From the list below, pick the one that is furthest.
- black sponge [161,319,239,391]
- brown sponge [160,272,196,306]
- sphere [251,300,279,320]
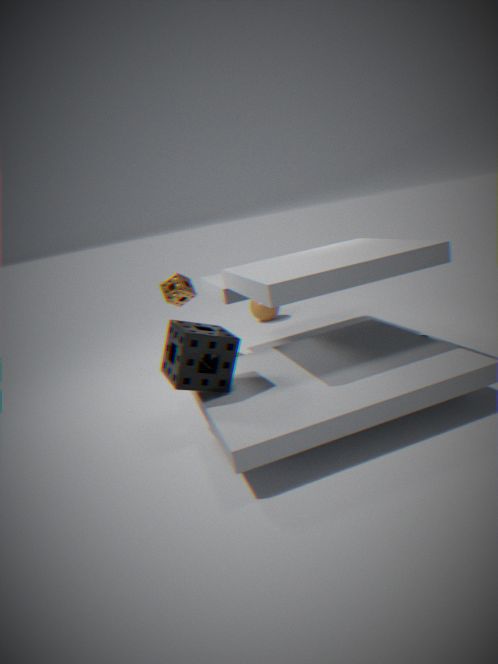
sphere [251,300,279,320]
